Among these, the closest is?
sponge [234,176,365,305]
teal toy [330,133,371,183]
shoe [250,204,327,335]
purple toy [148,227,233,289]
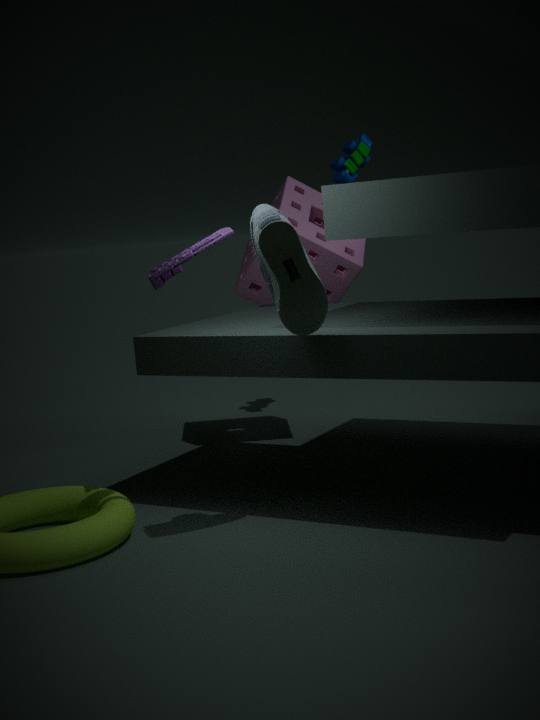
shoe [250,204,327,335]
